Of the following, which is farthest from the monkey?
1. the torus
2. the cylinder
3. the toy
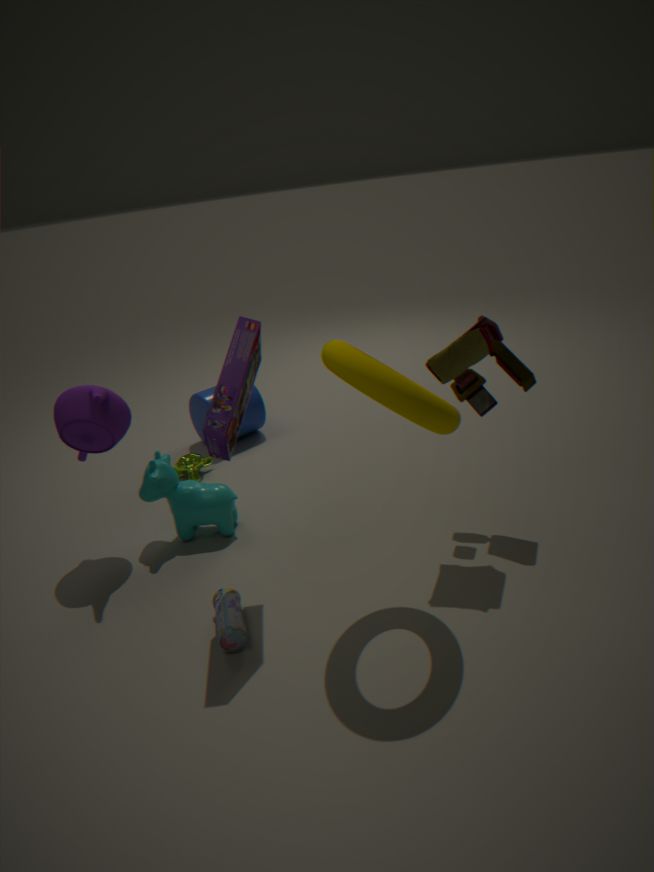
the toy
